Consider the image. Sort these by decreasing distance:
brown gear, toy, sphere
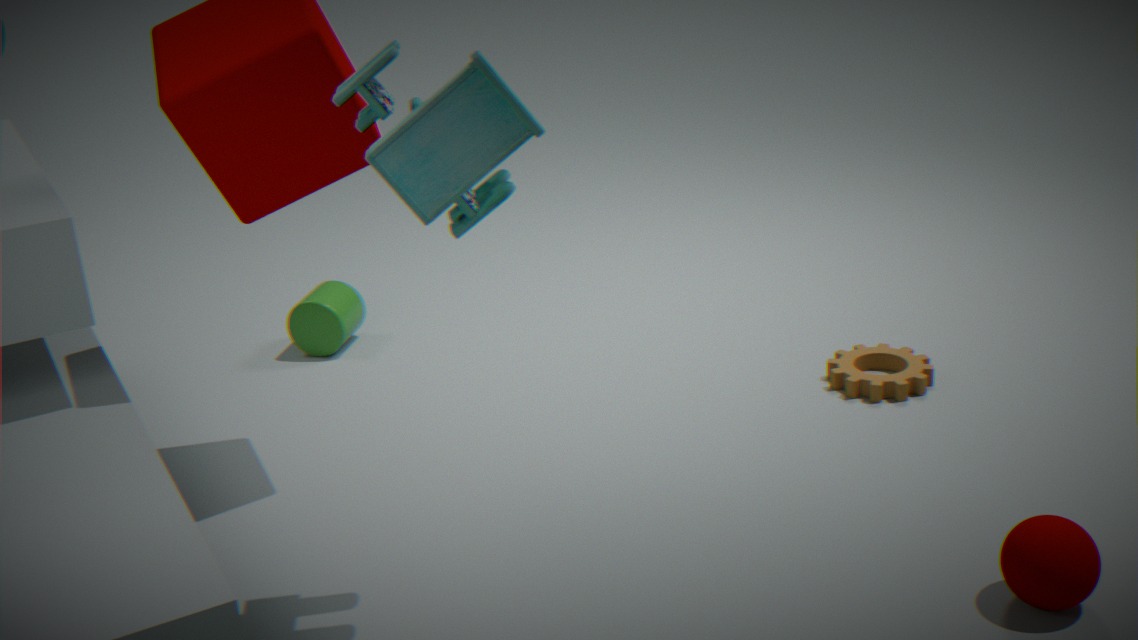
brown gear, sphere, toy
